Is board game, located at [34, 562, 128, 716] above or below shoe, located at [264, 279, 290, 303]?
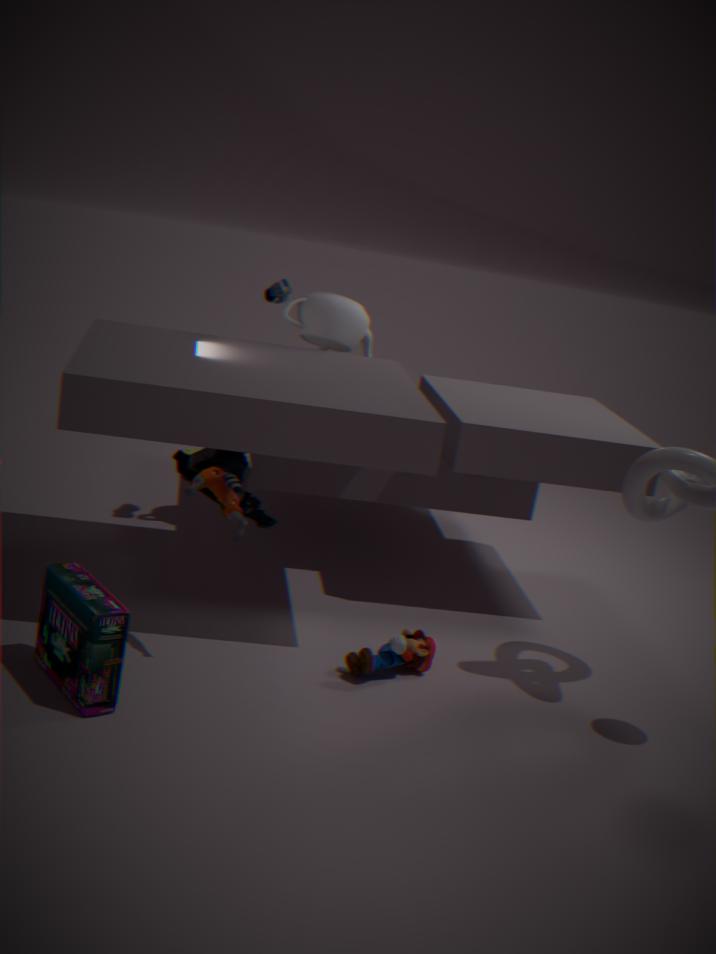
below
